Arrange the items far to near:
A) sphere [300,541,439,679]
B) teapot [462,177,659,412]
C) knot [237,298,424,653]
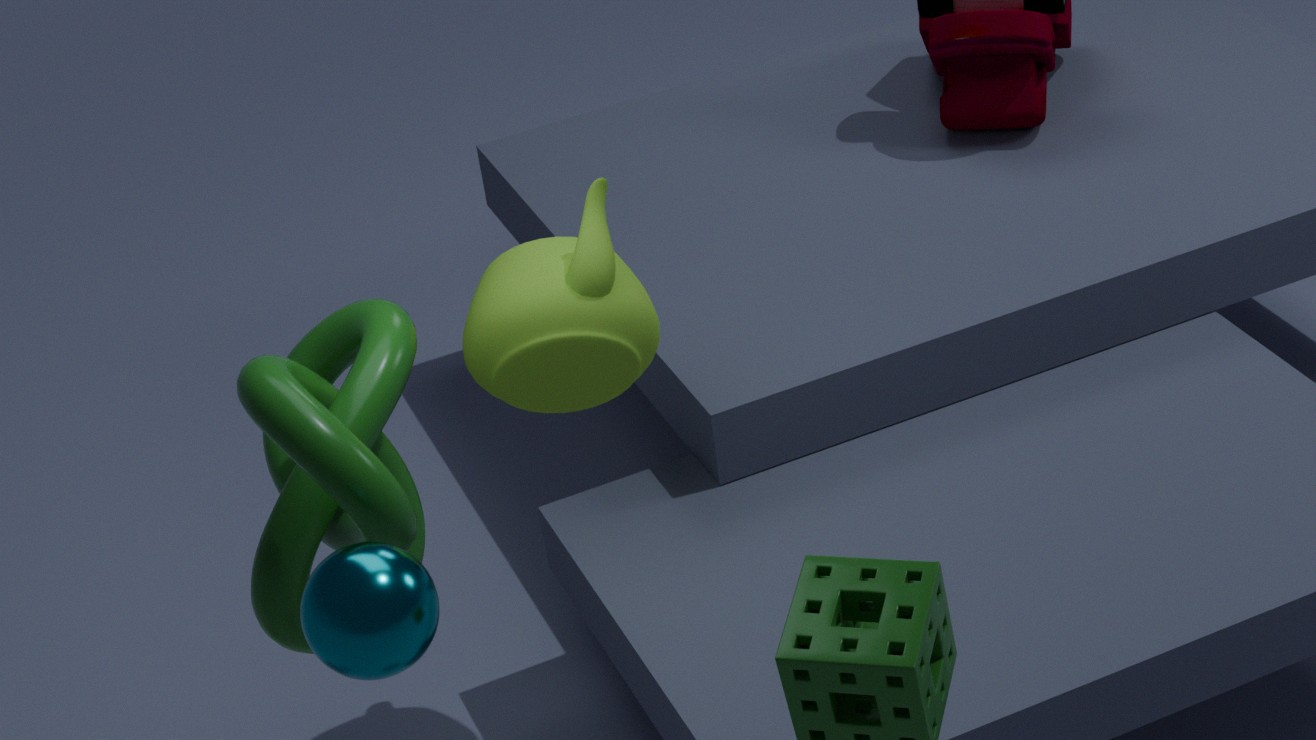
1. teapot [462,177,659,412]
2. knot [237,298,424,653]
3. sphere [300,541,439,679]
